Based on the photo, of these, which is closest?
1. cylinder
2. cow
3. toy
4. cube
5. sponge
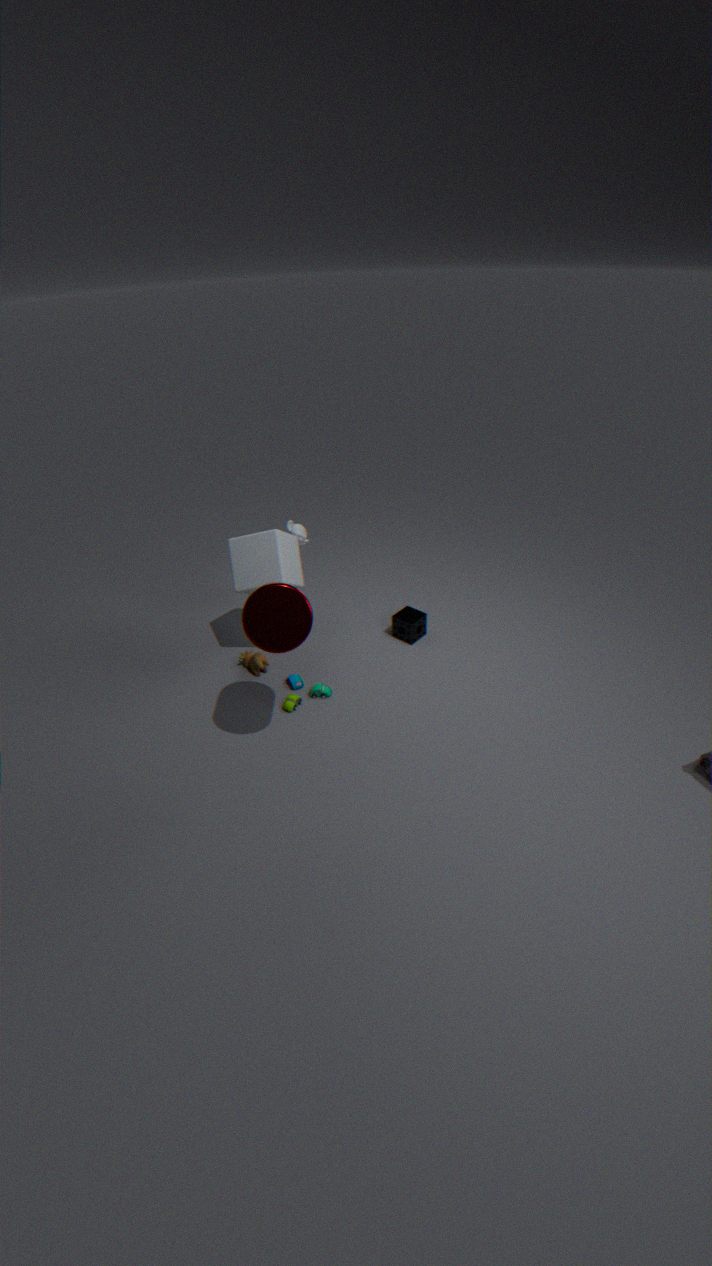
cylinder
